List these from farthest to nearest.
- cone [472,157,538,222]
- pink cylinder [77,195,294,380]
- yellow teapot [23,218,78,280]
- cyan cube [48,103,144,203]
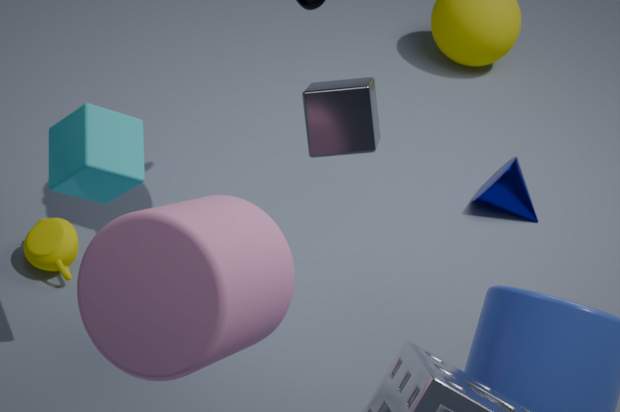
1. cone [472,157,538,222]
2. yellow teapot [23,218,78,280]
3. cyan cube [48,103,144,203]
4. pink cylinder [77,195,294,380]
